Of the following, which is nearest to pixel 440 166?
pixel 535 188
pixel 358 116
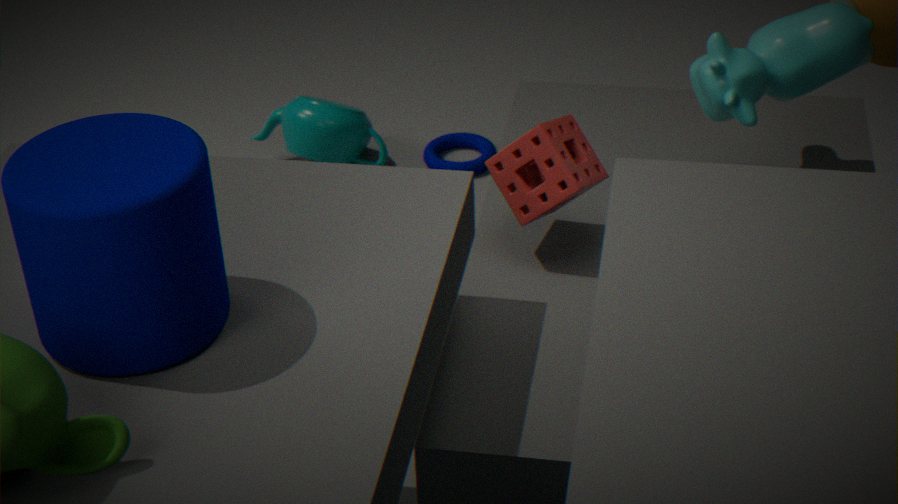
pixel 358 116
